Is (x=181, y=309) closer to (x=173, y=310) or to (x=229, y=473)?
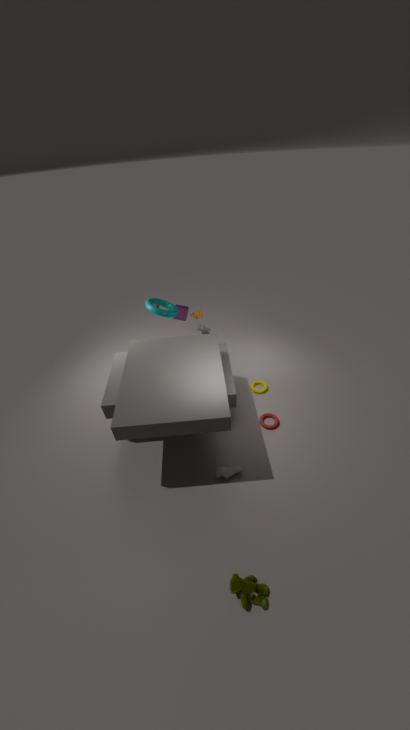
(x=173, y=310)
